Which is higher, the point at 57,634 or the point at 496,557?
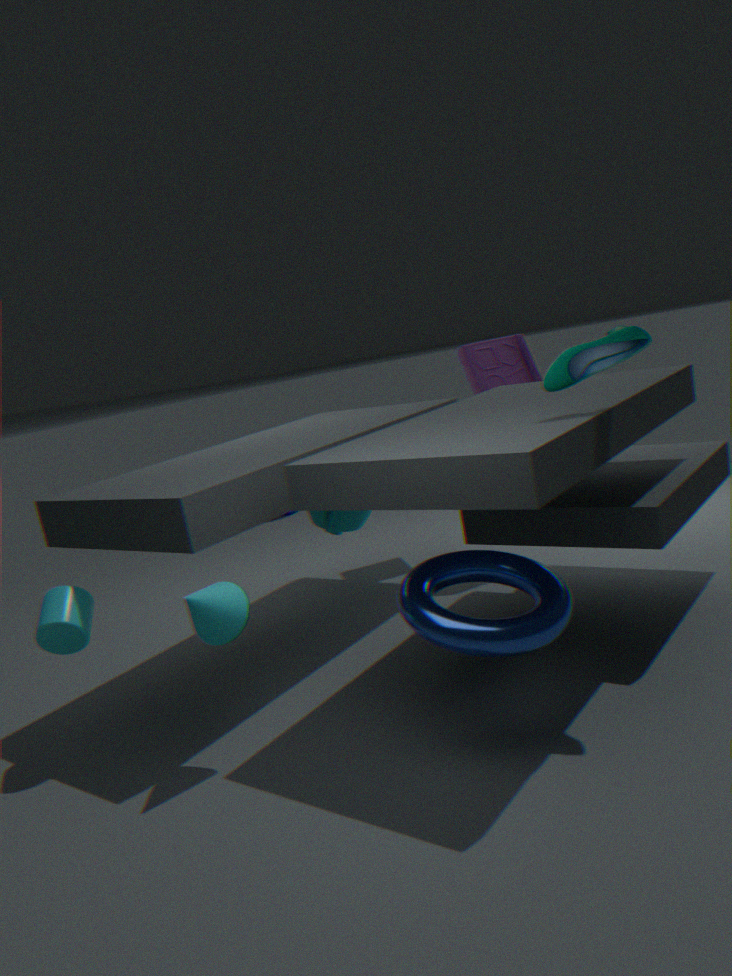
the point at 57,634
